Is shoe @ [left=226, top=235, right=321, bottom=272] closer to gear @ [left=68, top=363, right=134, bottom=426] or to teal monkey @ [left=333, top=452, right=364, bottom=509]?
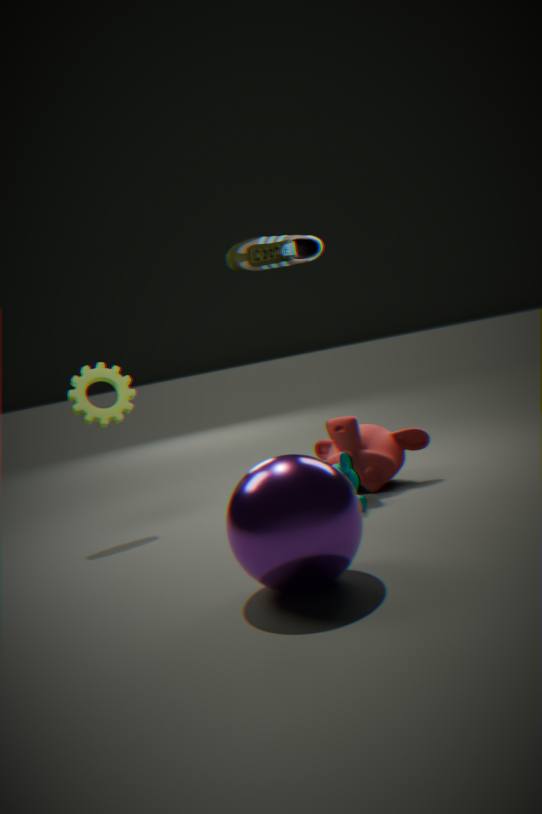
gear @ [left=68, top=363, right=134, bottom=426]
